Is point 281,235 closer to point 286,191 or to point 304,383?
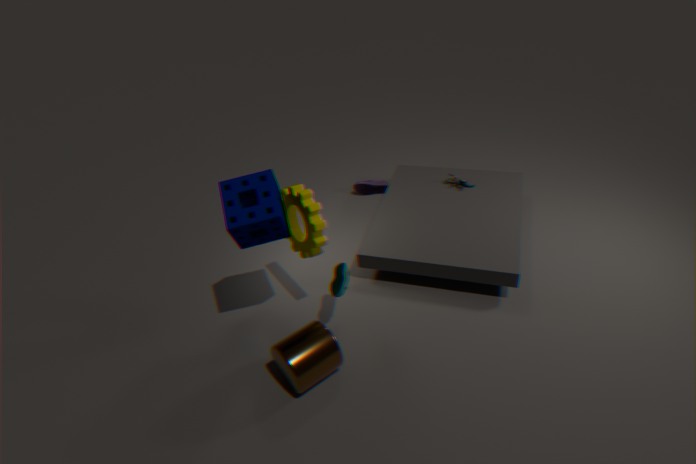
point 286,191
